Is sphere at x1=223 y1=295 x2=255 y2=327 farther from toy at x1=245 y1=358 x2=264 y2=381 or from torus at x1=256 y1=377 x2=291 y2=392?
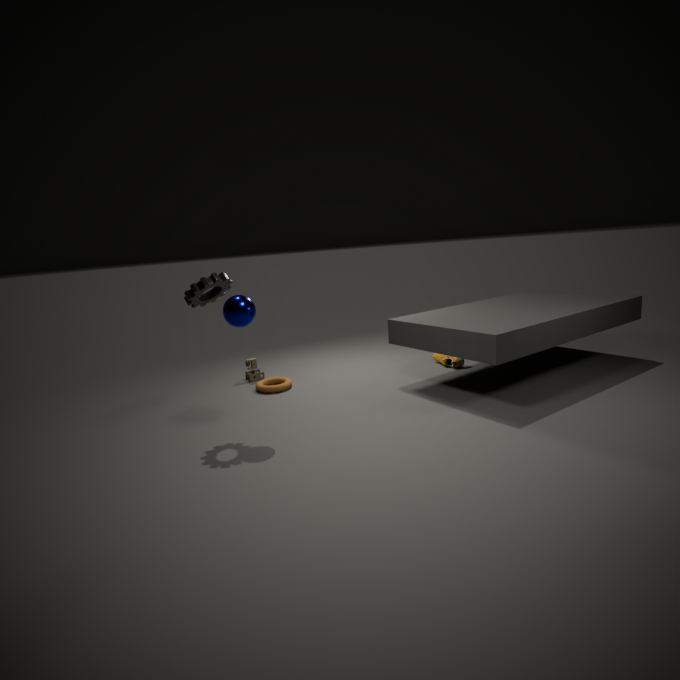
toy at x1=245 y1=358 x2=264 y2=381
